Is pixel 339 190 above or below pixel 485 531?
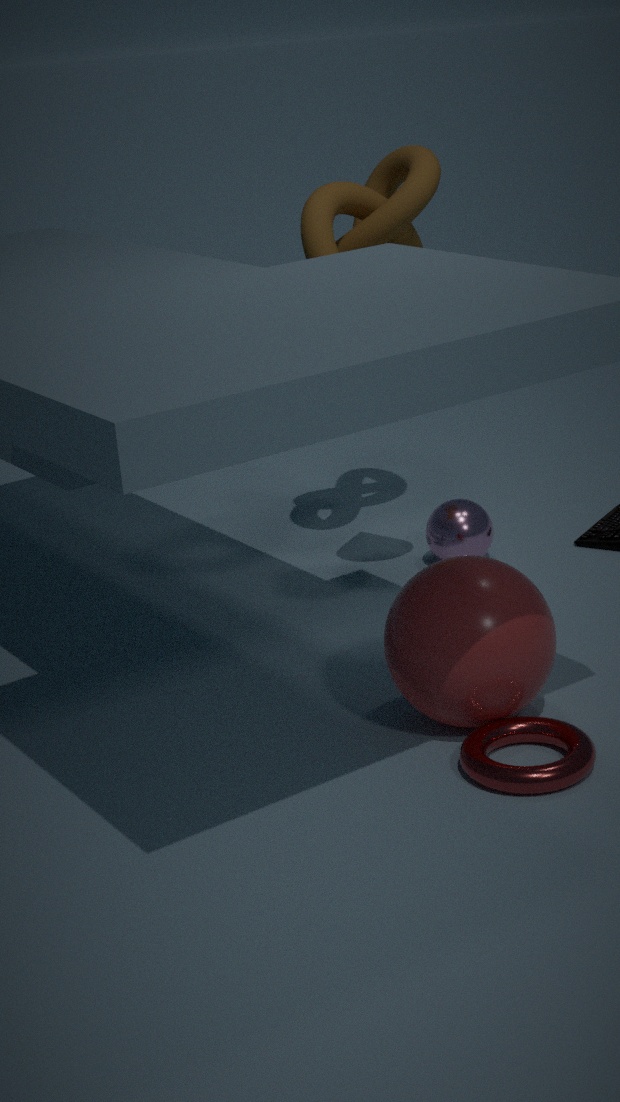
above
